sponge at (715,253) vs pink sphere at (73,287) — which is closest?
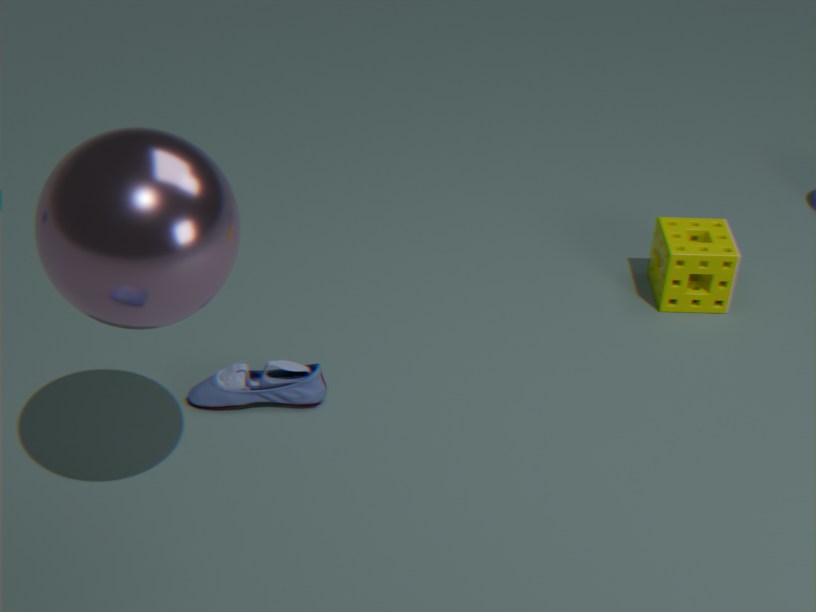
pink sphere at (73,287)
